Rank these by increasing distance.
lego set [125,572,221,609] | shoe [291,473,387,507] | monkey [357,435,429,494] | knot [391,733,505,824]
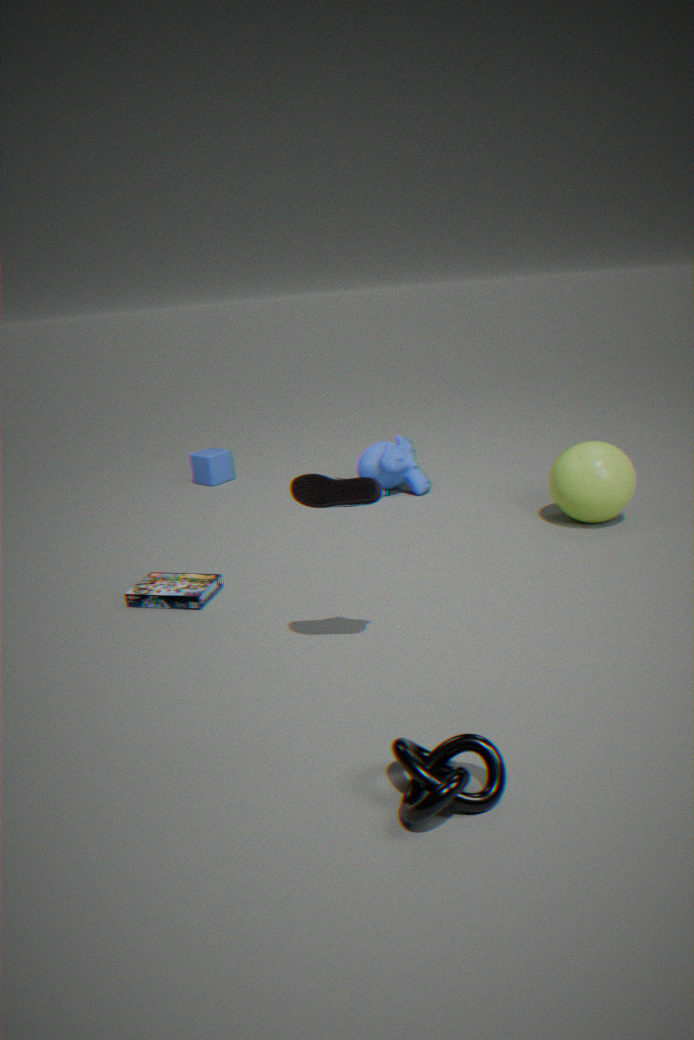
knot [391,733,505,824]
shoe [291,473,387,507]
lego set [125,572,221,609]
monkey [357,435,429,494]
